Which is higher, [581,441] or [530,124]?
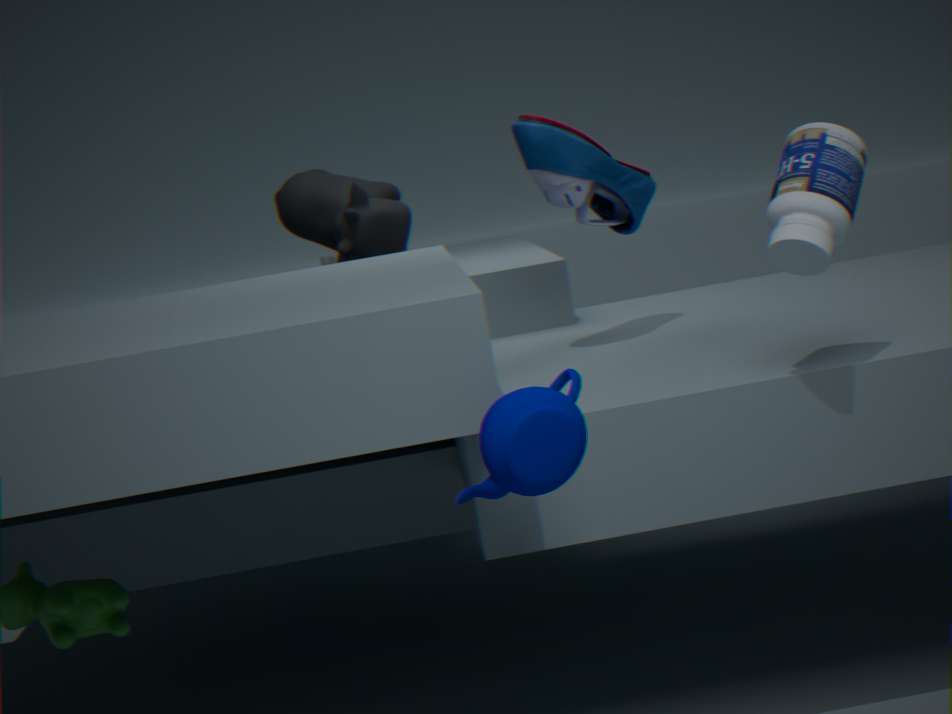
[530,124]
